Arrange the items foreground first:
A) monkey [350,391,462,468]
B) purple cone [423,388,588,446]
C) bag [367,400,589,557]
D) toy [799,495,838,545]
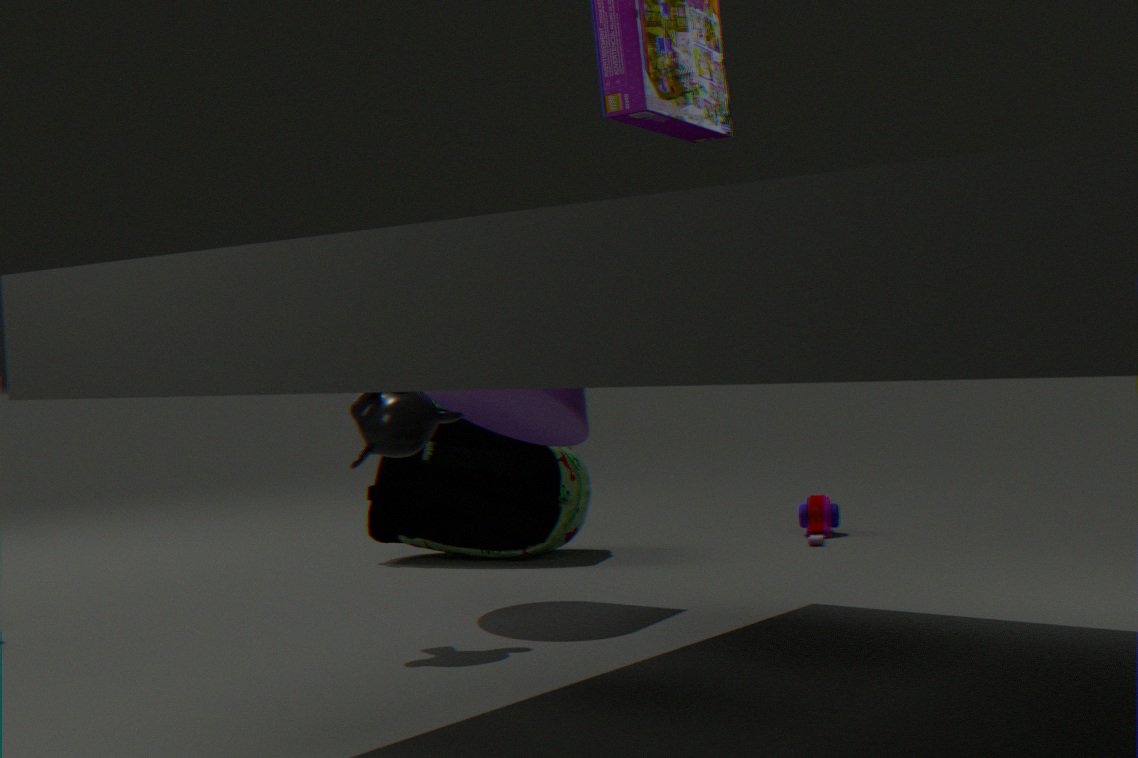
1. monkey [350,391,462,468]
2. purple cone [423,388,588,446]
3. bag [367,400,589,557]
4. toy [799,495,838,545]
